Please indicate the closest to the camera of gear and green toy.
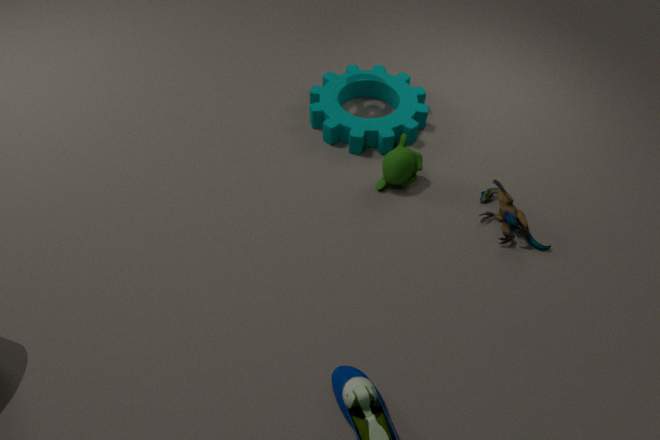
green toy
